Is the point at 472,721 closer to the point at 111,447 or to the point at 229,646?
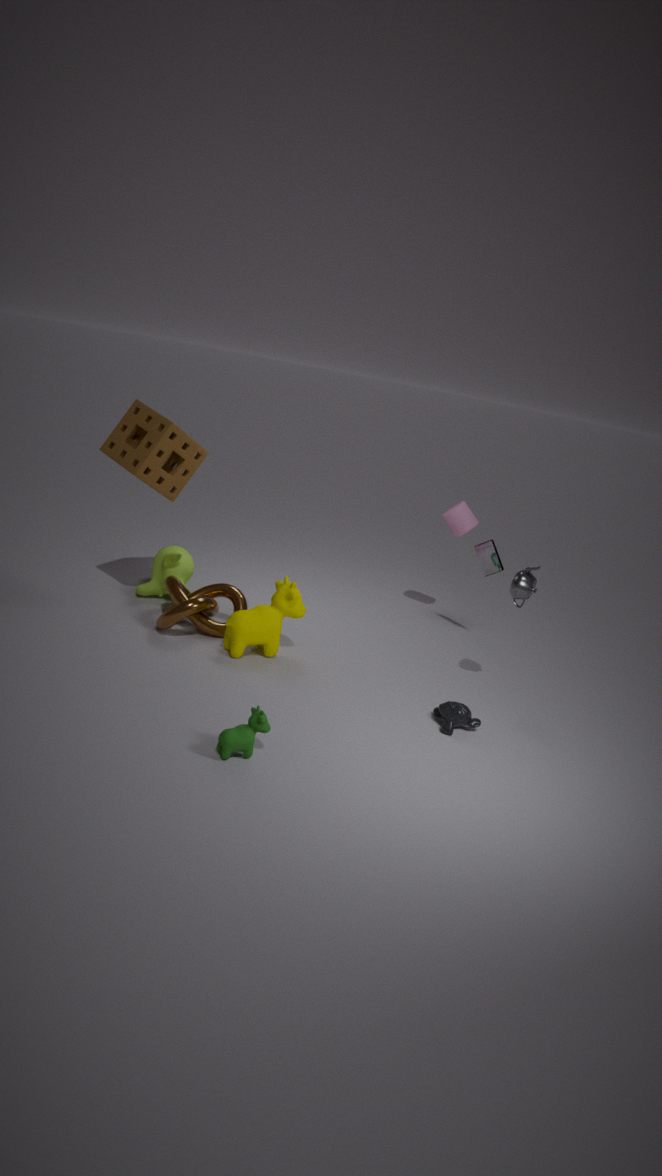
the point at 229,646
